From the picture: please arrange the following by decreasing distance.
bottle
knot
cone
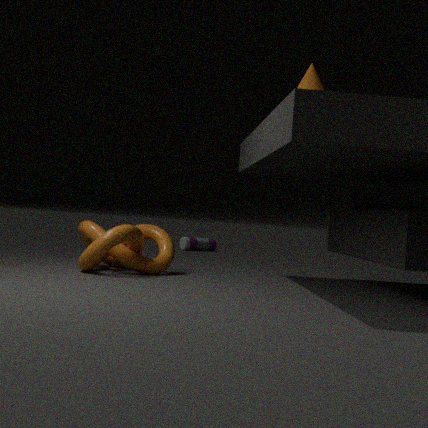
bottle → cone → knot
